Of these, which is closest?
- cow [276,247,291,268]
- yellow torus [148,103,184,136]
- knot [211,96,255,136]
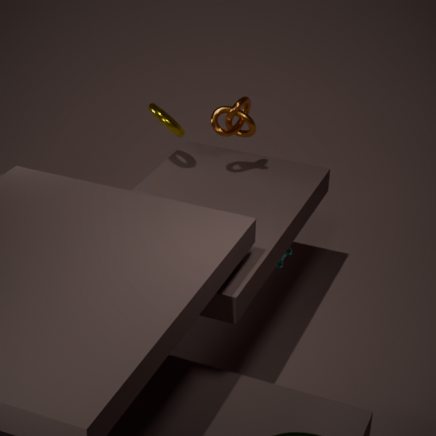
knot [211,96,255,136]
